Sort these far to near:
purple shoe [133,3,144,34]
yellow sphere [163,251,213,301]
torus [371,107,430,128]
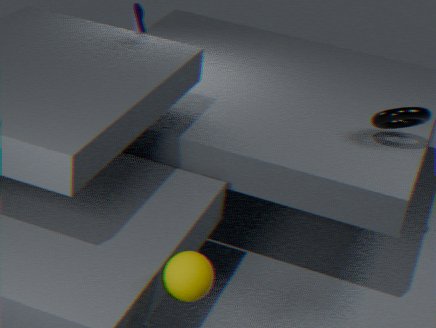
1. purple shoe [133,3,144,34]
2. torus [371,107,430,128]
3. yellow sphere [163,251,213,301]
